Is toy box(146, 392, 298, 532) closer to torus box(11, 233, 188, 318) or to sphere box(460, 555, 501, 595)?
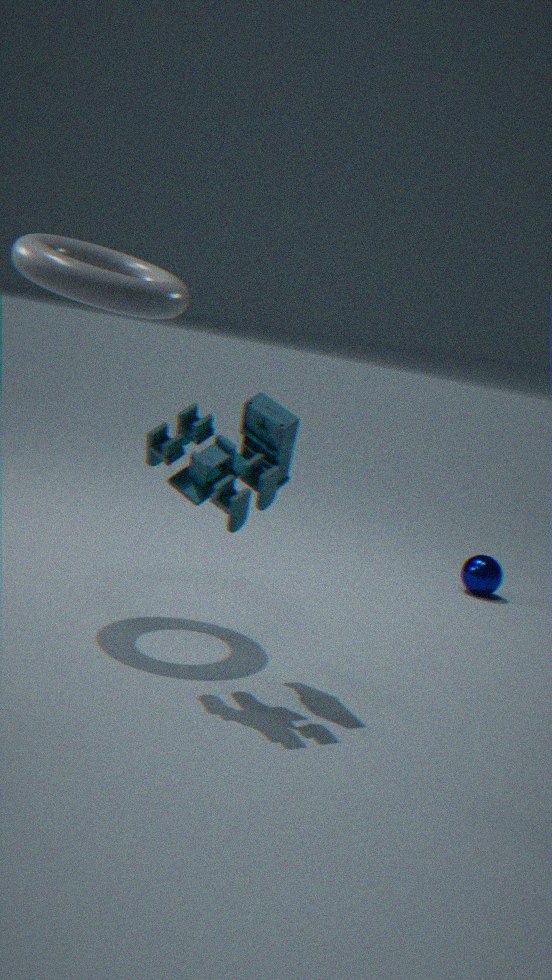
torus box(11, 233, 188, 318)
